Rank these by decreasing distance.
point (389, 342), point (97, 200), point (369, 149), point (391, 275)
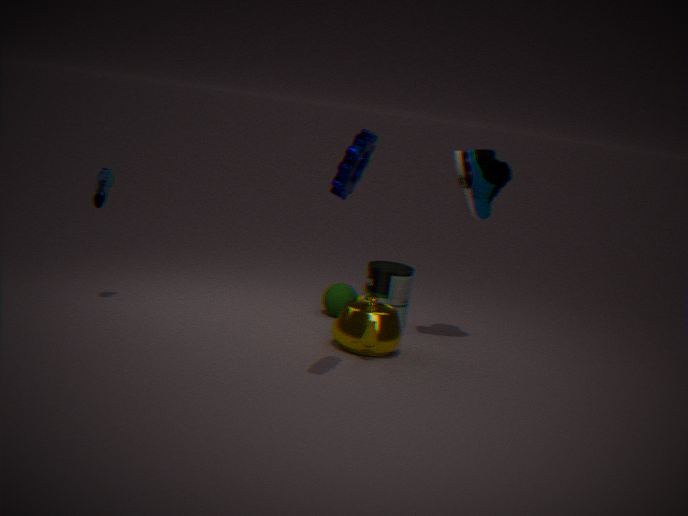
1. point (391, 275)
2. point (97, 200)
3. point (389, 342)
4. point (369, 149)
